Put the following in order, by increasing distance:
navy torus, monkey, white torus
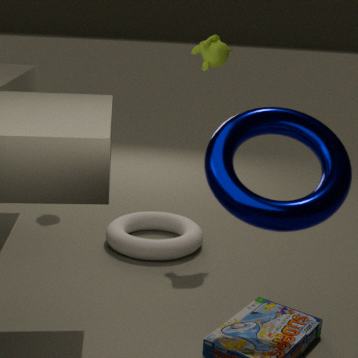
navy torus, monkey, white torus
